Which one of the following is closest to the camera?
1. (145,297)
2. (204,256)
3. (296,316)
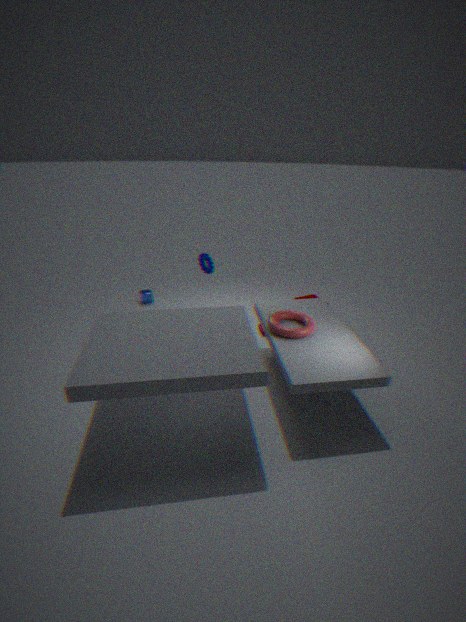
(296,316)
